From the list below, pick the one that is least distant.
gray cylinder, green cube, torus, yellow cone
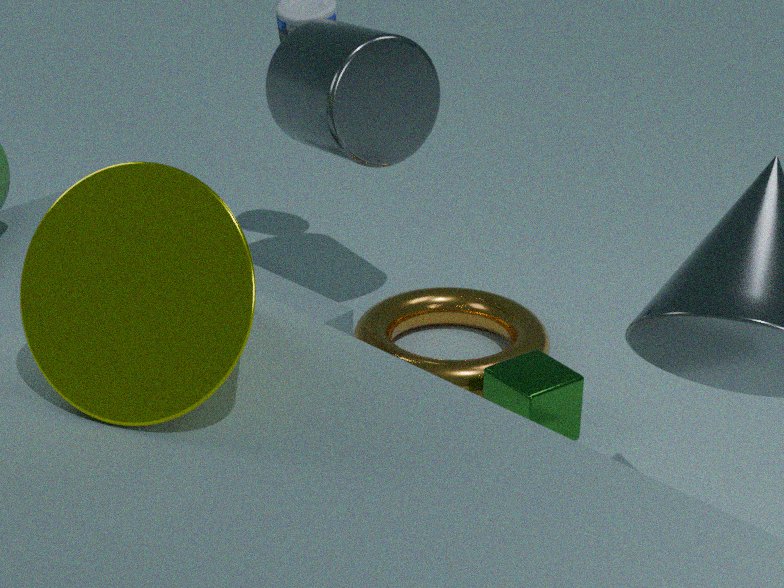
yellow cone
